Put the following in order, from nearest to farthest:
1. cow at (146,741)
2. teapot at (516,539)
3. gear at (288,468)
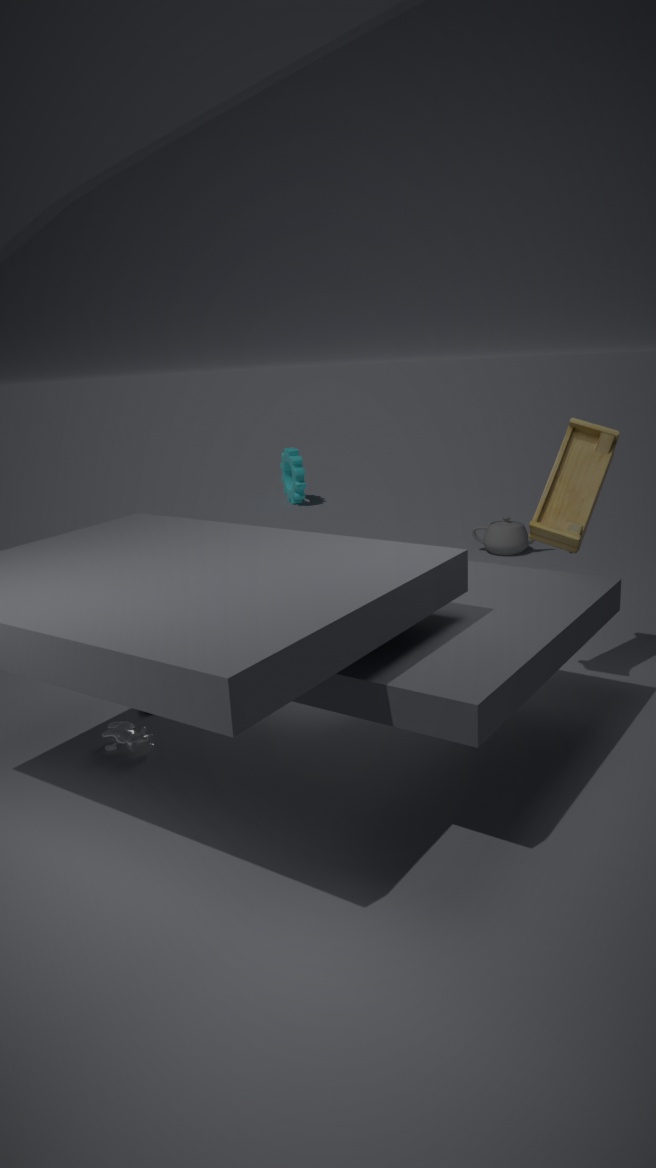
cow at (146,741) < teapot at (516,539) < gear at (288,468)
